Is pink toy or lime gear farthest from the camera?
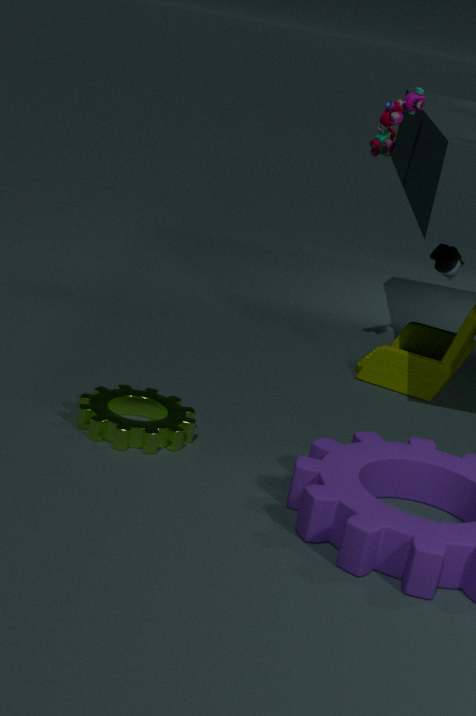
pink toy
